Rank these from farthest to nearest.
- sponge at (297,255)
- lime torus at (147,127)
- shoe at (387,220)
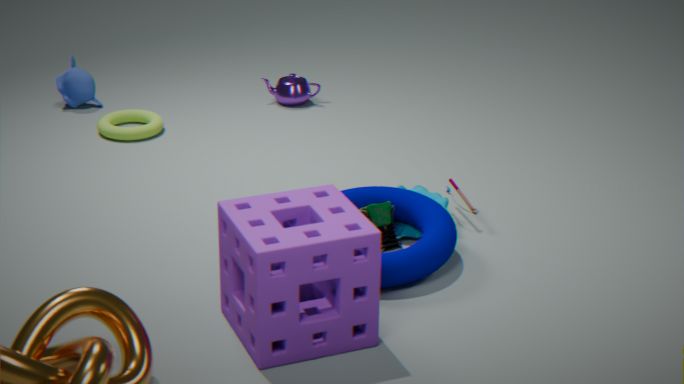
1. lime torus at (147,127)
2. shoe at (387,220)
3. sponge at (297,255)
